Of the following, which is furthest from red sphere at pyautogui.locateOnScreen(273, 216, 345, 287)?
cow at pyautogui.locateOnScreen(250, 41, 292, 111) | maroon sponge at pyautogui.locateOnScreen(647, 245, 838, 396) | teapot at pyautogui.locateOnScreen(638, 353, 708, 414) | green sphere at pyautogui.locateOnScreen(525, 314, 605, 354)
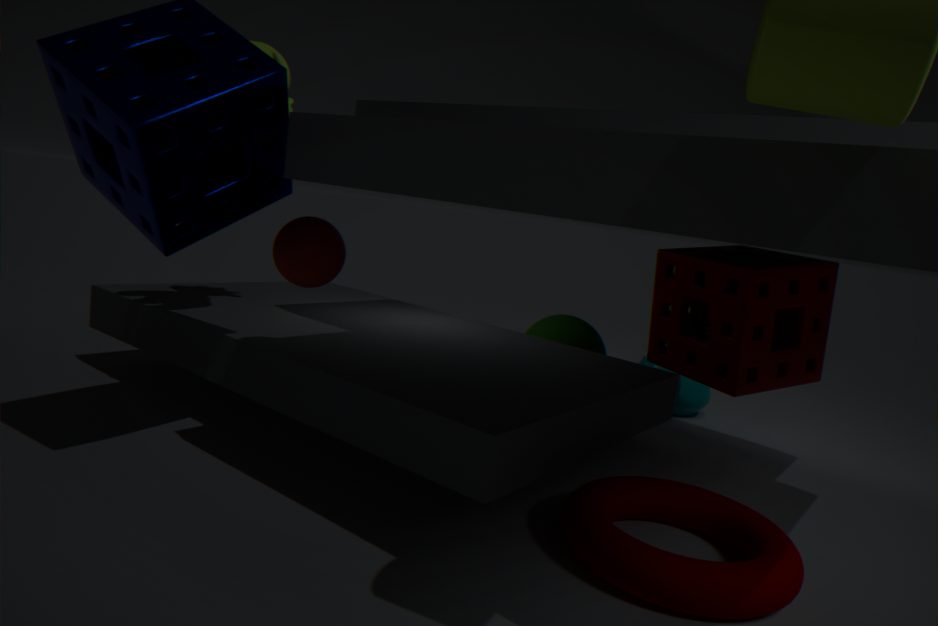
teapot at pyautogui.locateOnScreen(638, 353, 708, 414)
